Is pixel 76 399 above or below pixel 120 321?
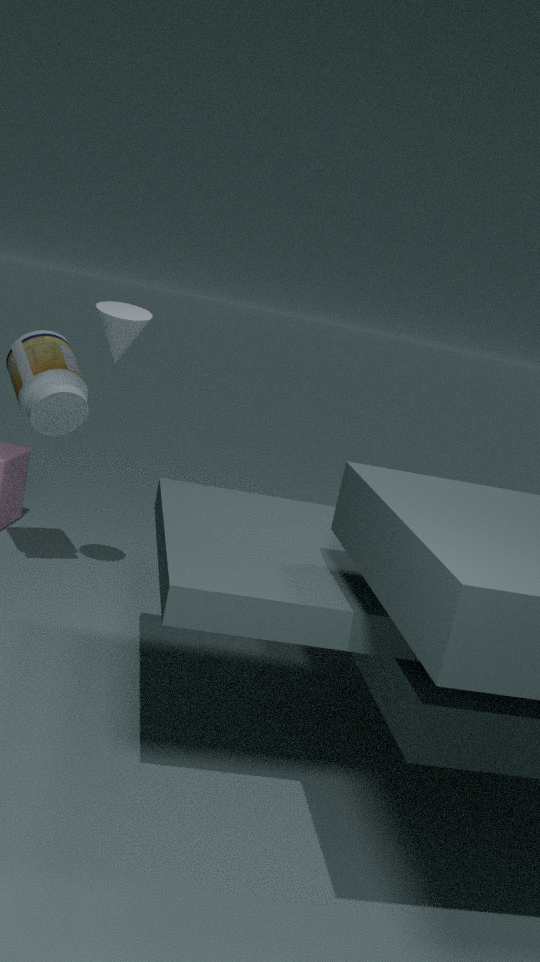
below
